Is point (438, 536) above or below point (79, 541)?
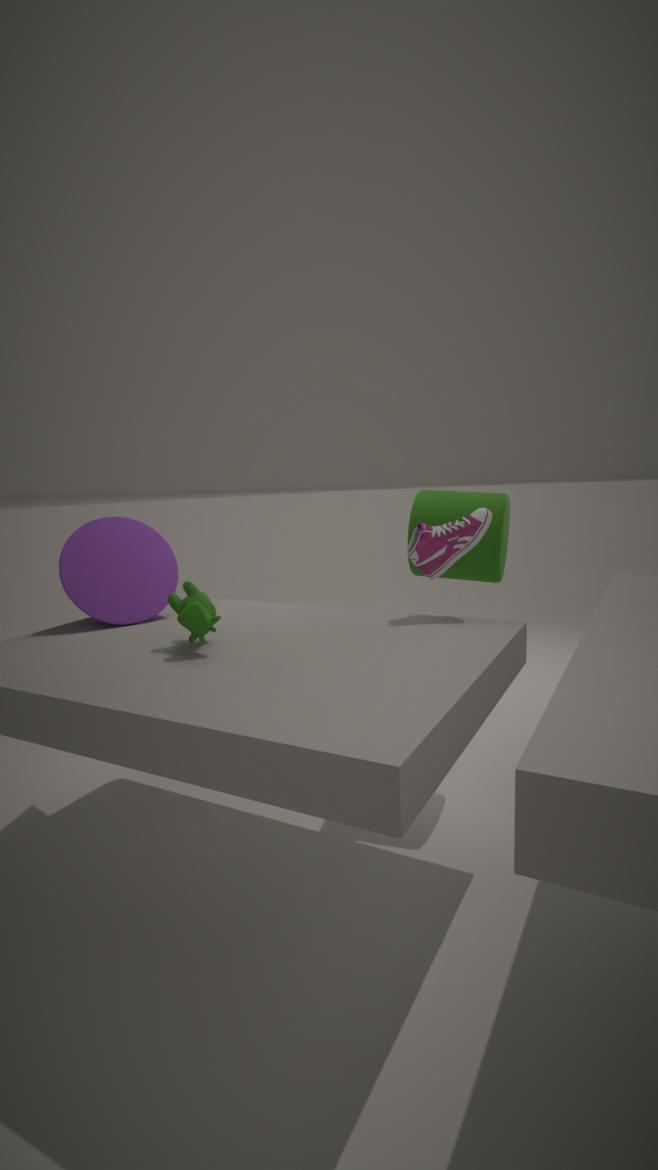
above
